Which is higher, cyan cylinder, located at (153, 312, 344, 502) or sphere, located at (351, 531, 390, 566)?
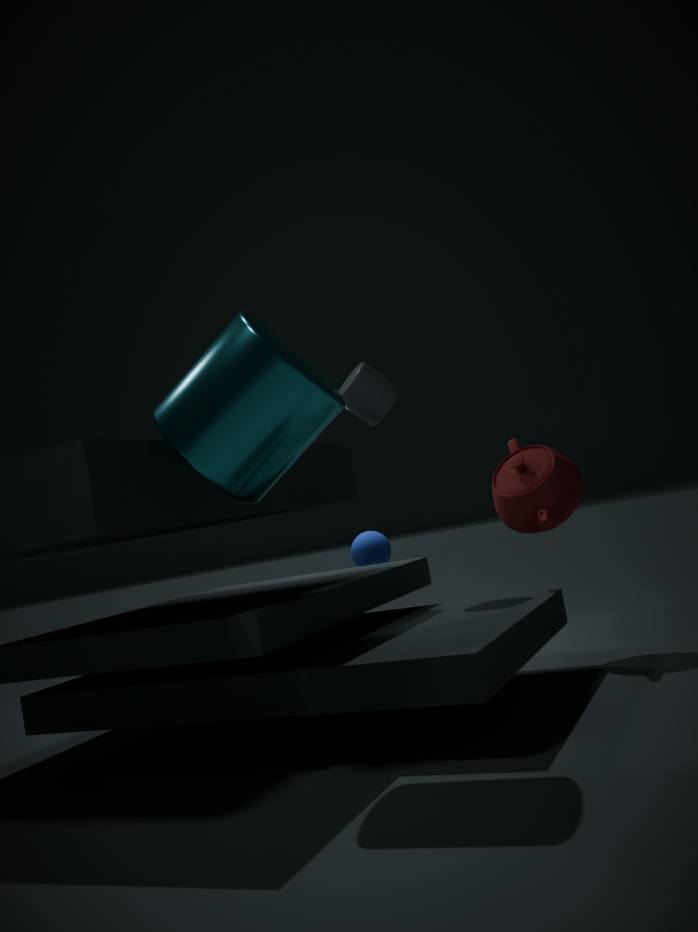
cyan cylinder, located at (153, 312, 344, 502)
